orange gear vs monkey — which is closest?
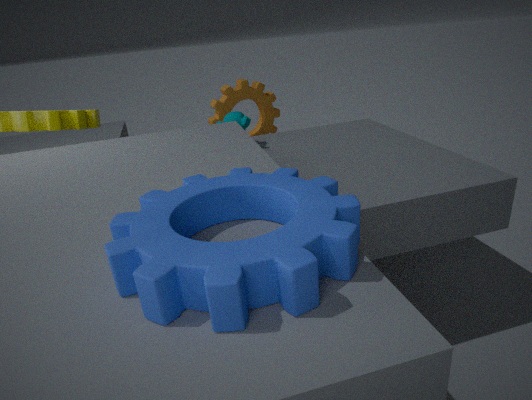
monkey
